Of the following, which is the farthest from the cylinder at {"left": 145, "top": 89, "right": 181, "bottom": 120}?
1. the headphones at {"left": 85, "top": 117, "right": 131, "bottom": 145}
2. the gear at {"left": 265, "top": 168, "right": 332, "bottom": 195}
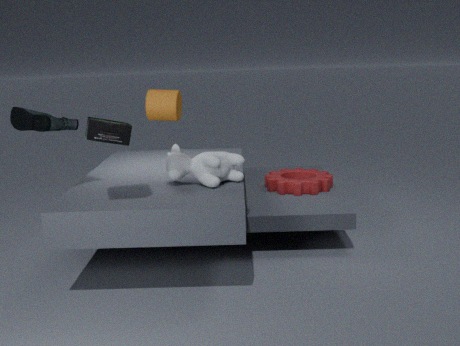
the gear at {"left": 265, "top": 168, "right": 332, "bottom": 195}
